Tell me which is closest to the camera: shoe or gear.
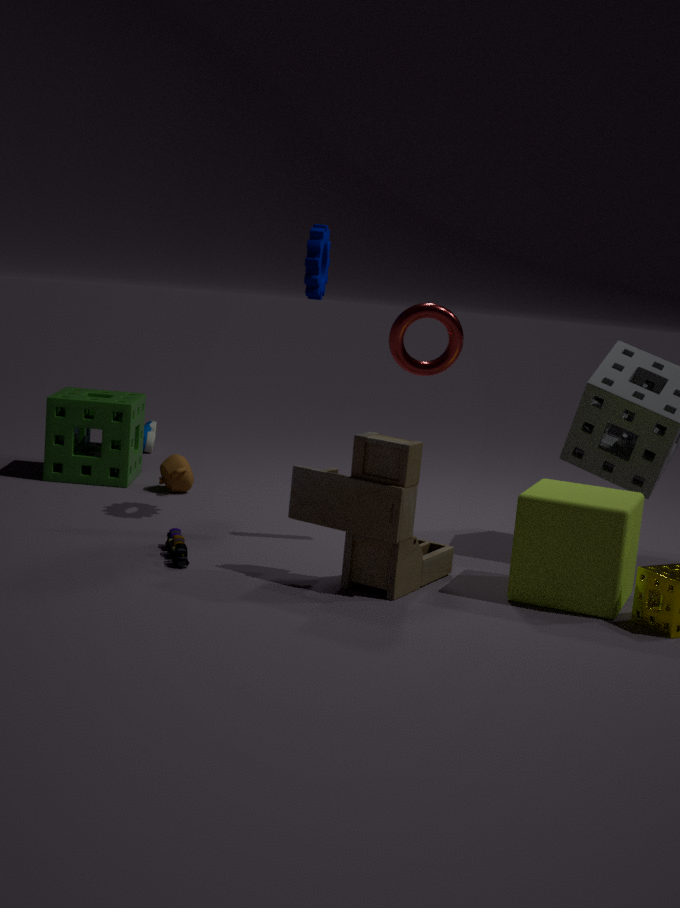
gear
